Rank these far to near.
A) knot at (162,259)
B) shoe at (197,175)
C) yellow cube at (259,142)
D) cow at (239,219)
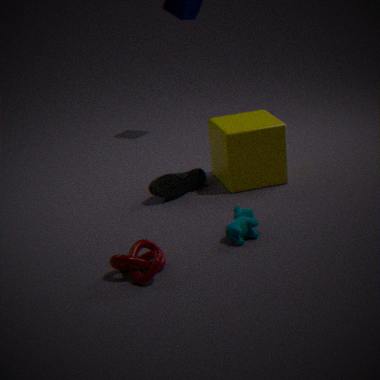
shoe at (197,175) < yellow cube at (259,142) < cow at (239,219) < knot at (162,259)
